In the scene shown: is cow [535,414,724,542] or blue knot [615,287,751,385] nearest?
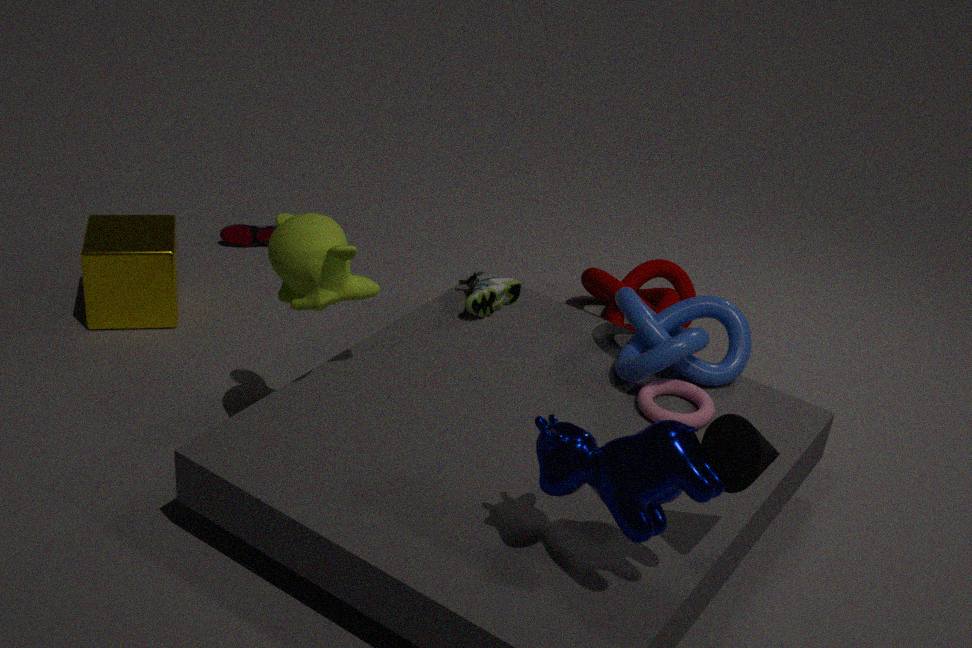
cow [535,414,724,542]
